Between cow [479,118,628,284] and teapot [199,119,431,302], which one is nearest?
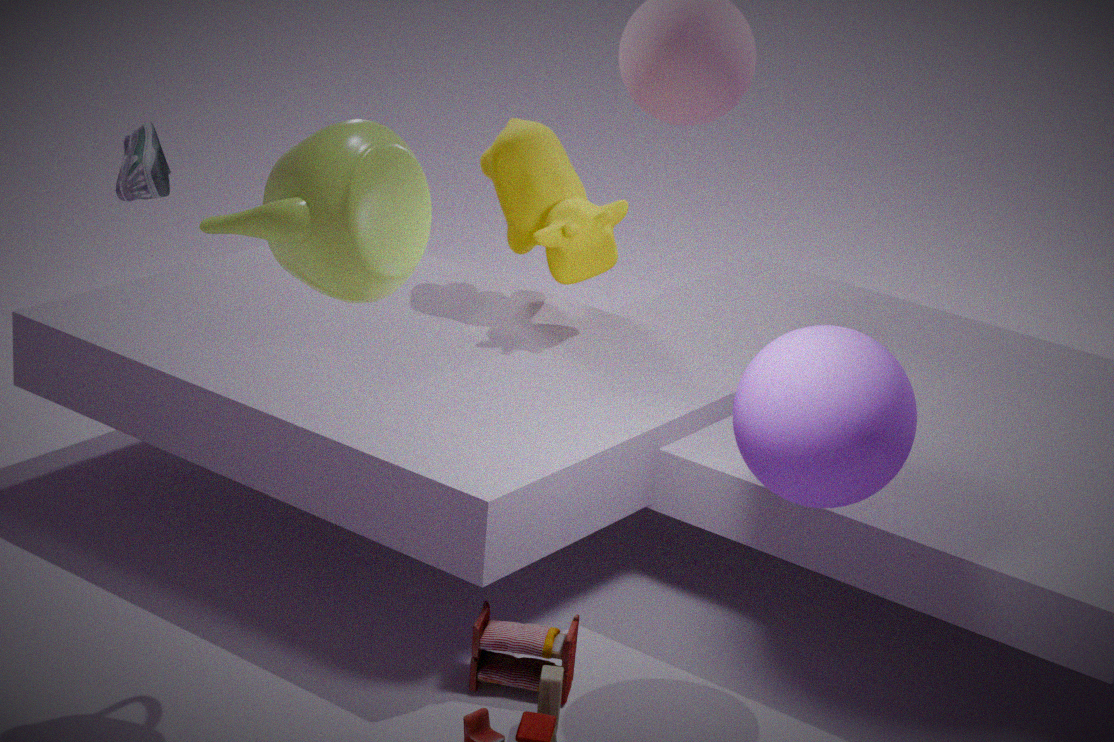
teapot [199,119,431,302]
